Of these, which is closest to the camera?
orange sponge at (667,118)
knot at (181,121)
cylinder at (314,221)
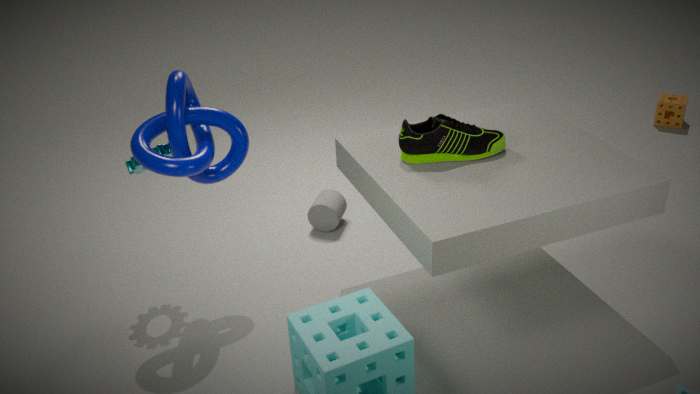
knot at (181,121)
